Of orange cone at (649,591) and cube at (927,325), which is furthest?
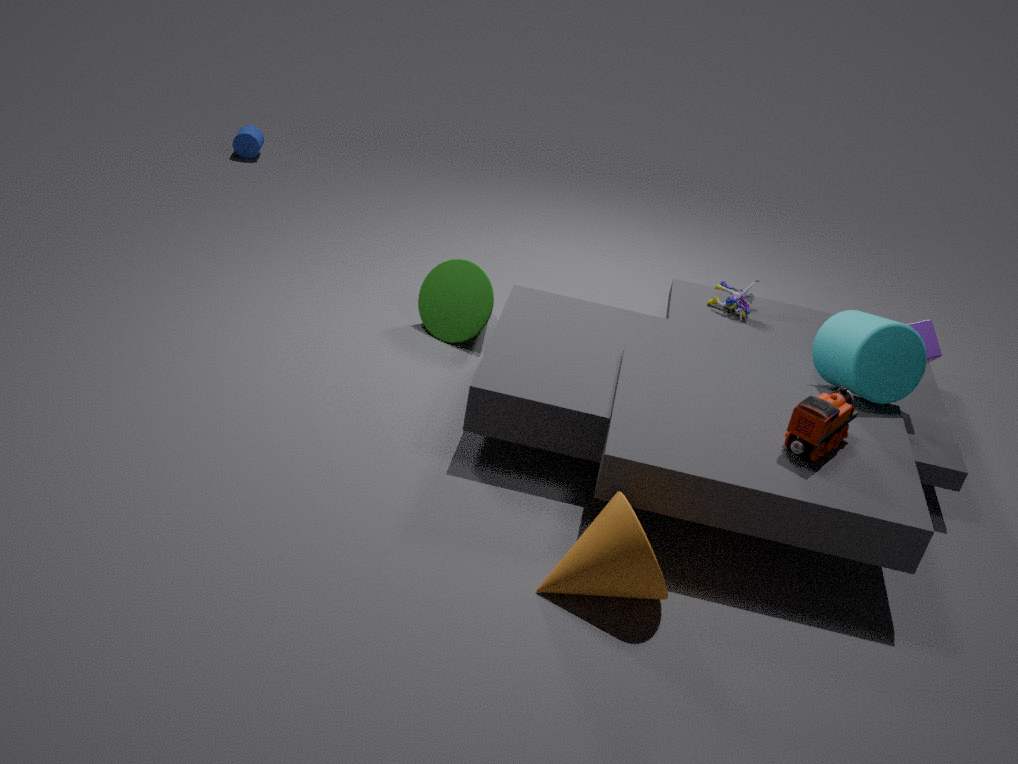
cube at (927,325)
